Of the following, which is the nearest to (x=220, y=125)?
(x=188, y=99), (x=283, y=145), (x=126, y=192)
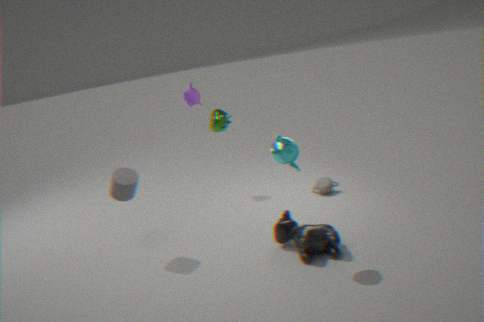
(x=283, y=145)
